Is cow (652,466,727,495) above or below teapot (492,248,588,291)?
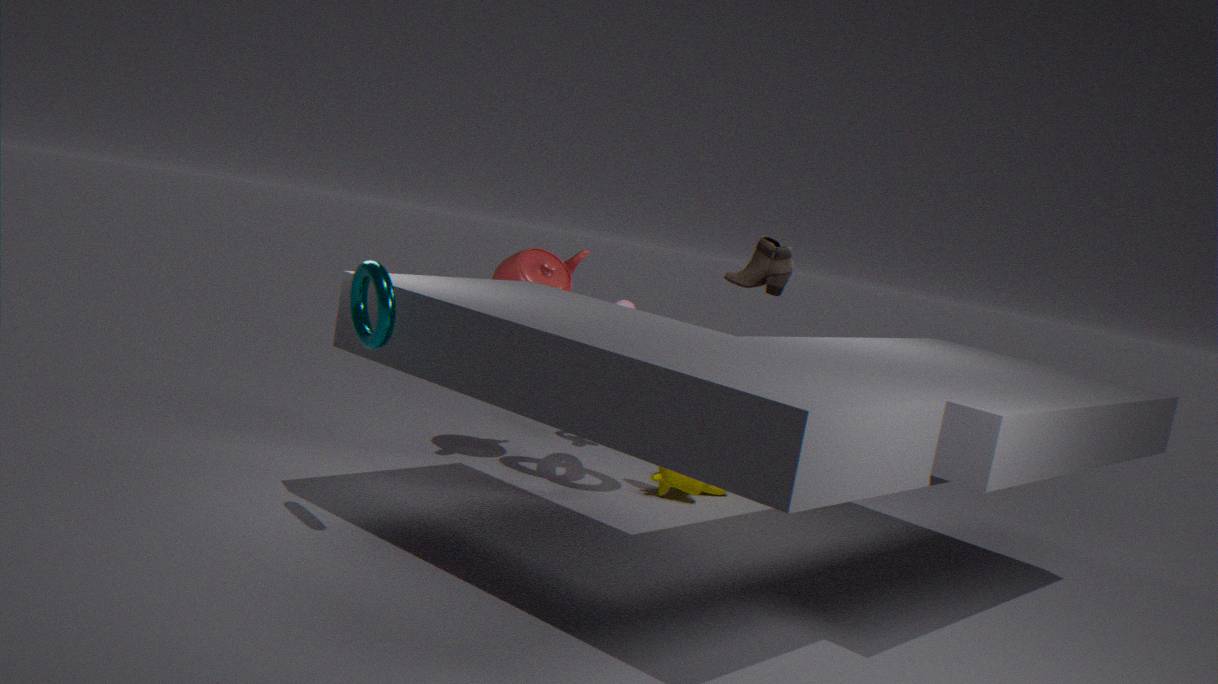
below
